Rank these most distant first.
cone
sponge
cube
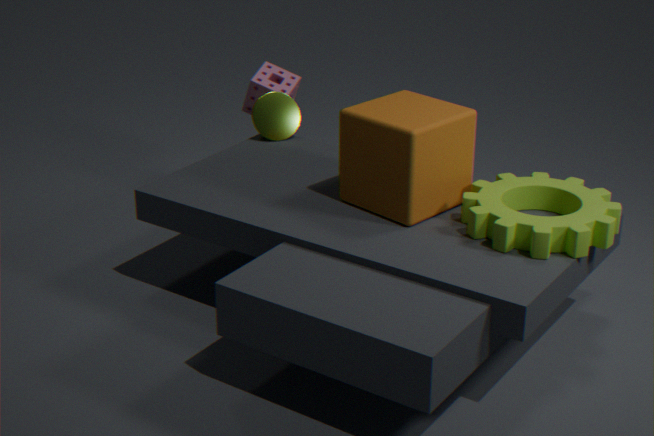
sponge, cone, cube
